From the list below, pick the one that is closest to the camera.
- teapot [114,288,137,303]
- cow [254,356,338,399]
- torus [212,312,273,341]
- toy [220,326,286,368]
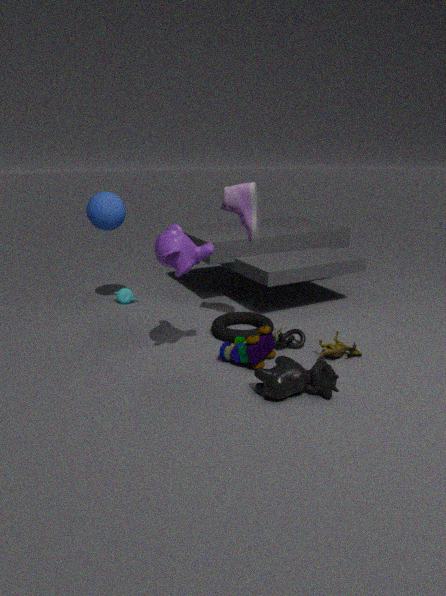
cow [254,356,338,399]
